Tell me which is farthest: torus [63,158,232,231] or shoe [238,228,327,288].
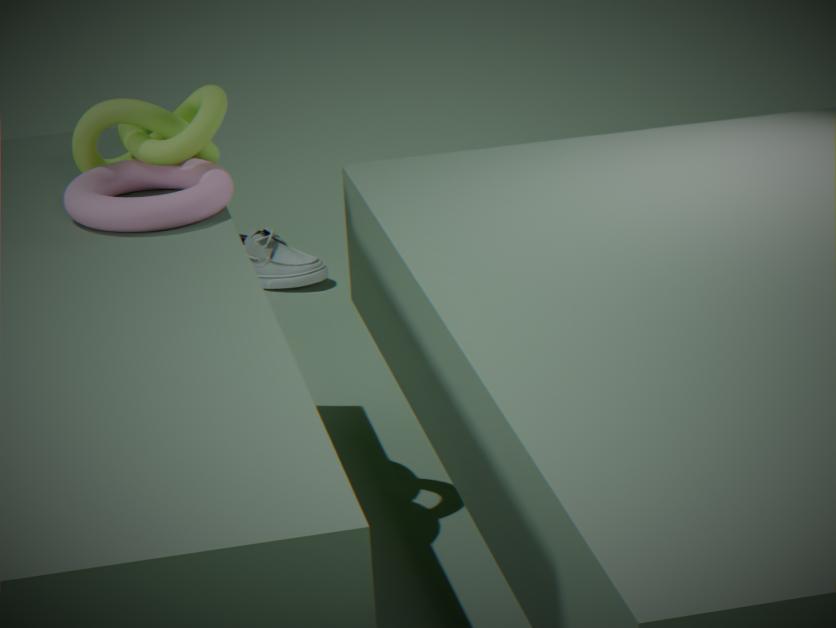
shoe [238,228,327,288]
